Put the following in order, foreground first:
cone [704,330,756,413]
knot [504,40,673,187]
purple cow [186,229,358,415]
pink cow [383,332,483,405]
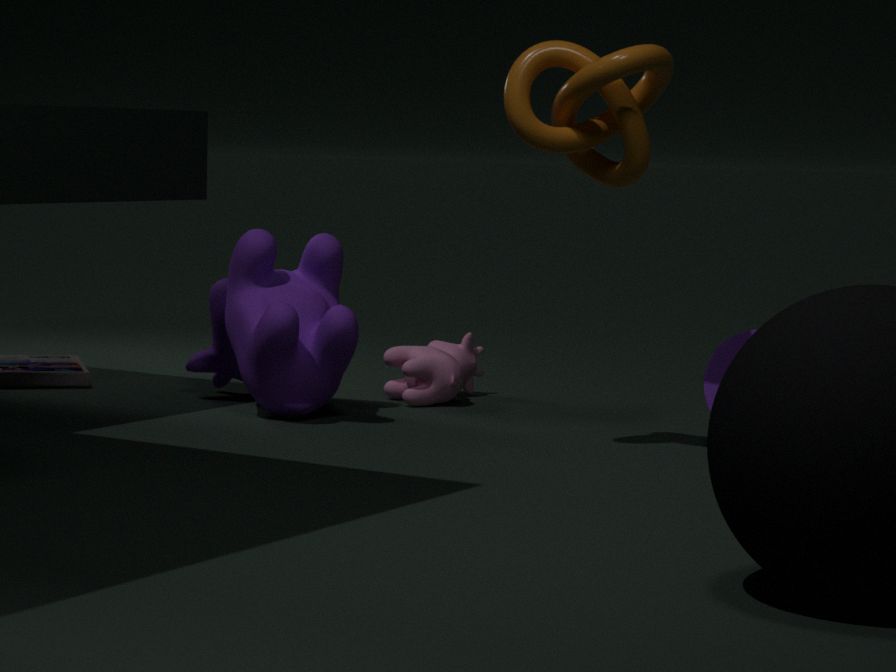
knot [504,40,673,187] → cone [704,330,756,413] → purple cow [186,229,358,415] → pink cow [383,332,483,405]
